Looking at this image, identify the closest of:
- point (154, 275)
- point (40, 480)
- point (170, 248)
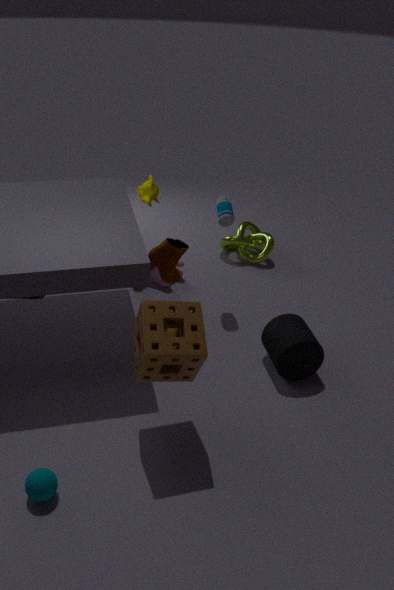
point (40, 480)
